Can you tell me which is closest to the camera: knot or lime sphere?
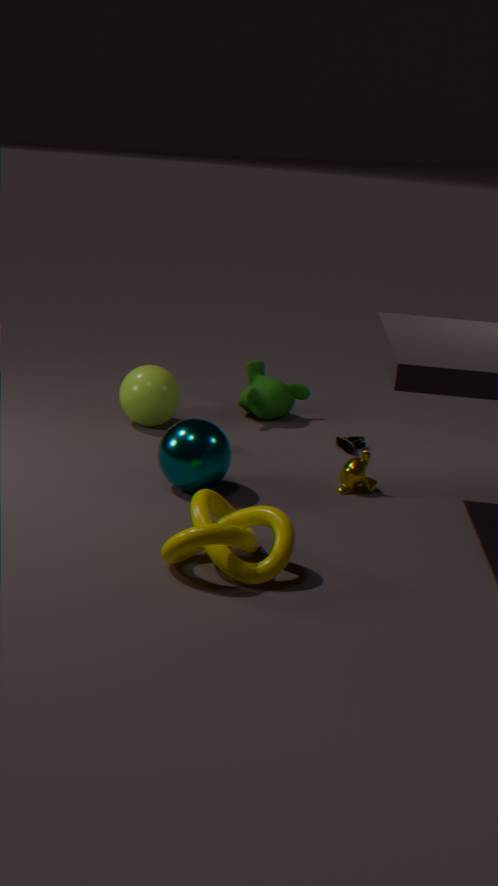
knot
